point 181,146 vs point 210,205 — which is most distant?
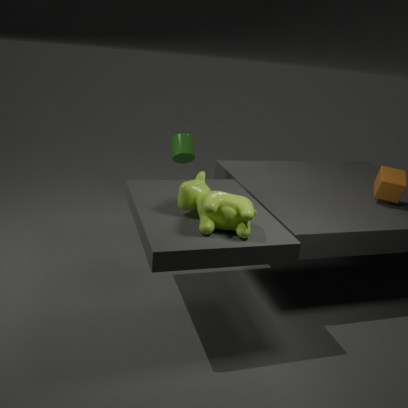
point 181,146
